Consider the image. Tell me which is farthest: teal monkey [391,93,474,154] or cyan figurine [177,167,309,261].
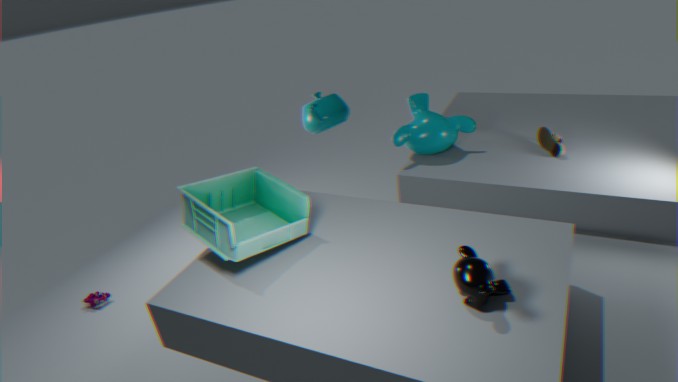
teal monkey [391,93,474,154]
